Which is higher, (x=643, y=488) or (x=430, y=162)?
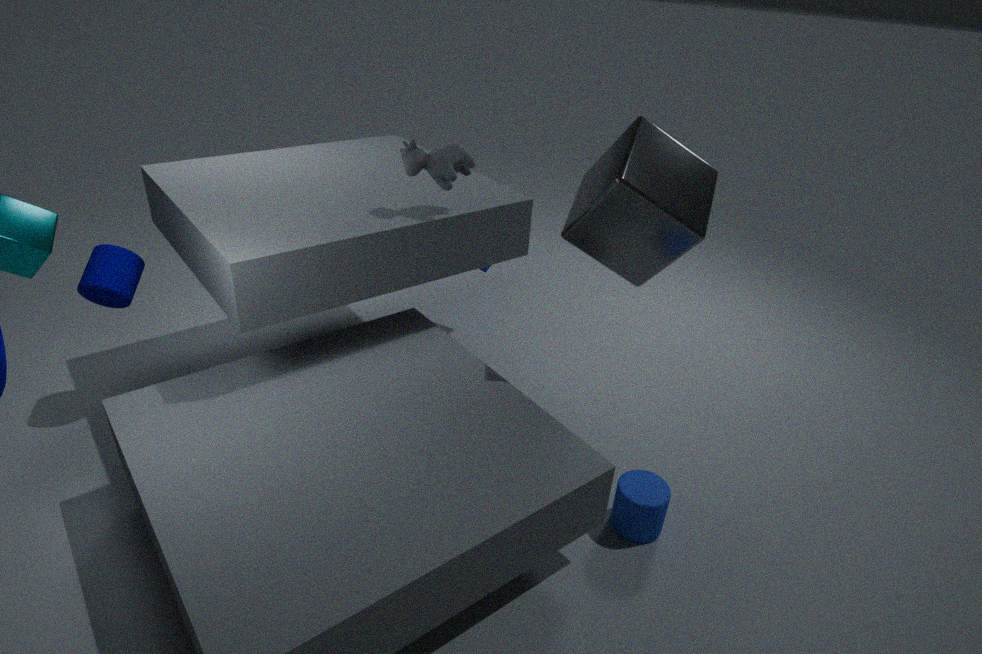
(x=430, y=162)
